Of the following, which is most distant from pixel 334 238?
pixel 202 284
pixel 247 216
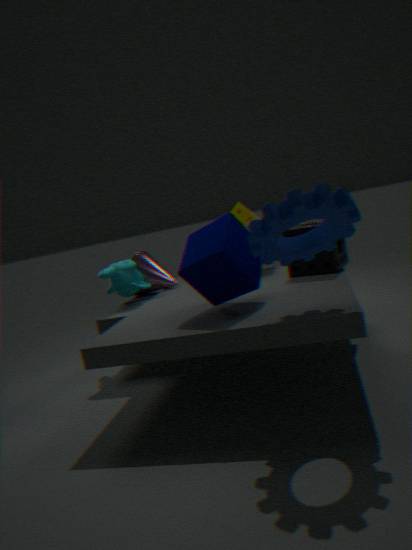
pixel 247 216
